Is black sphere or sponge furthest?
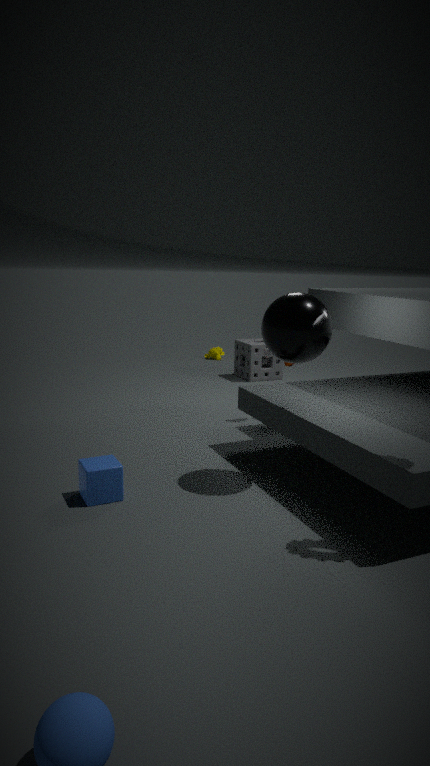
sponge
